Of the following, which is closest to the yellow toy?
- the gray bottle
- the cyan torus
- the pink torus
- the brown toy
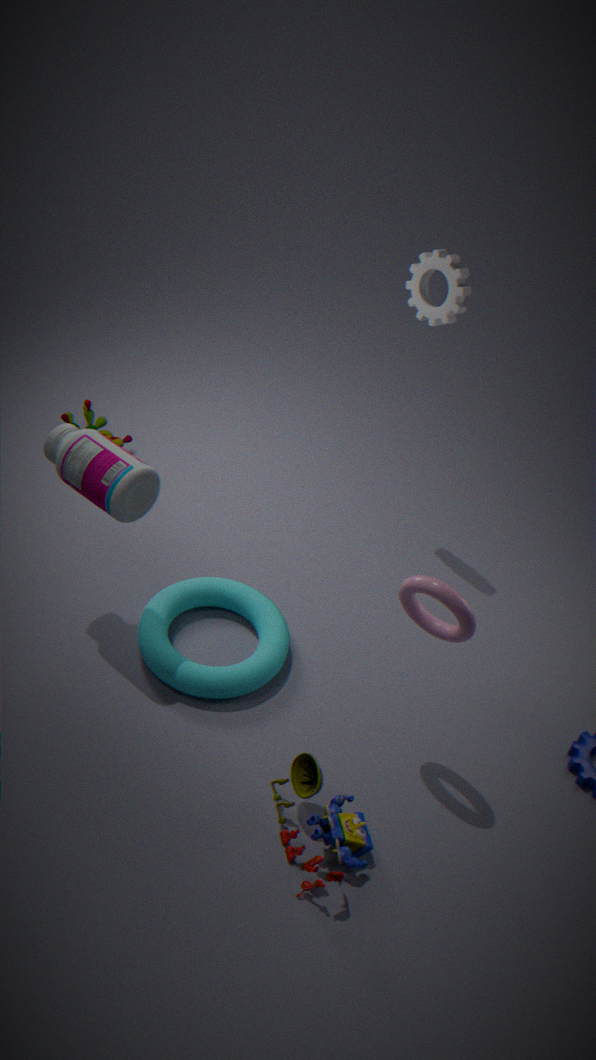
the gray bottle
